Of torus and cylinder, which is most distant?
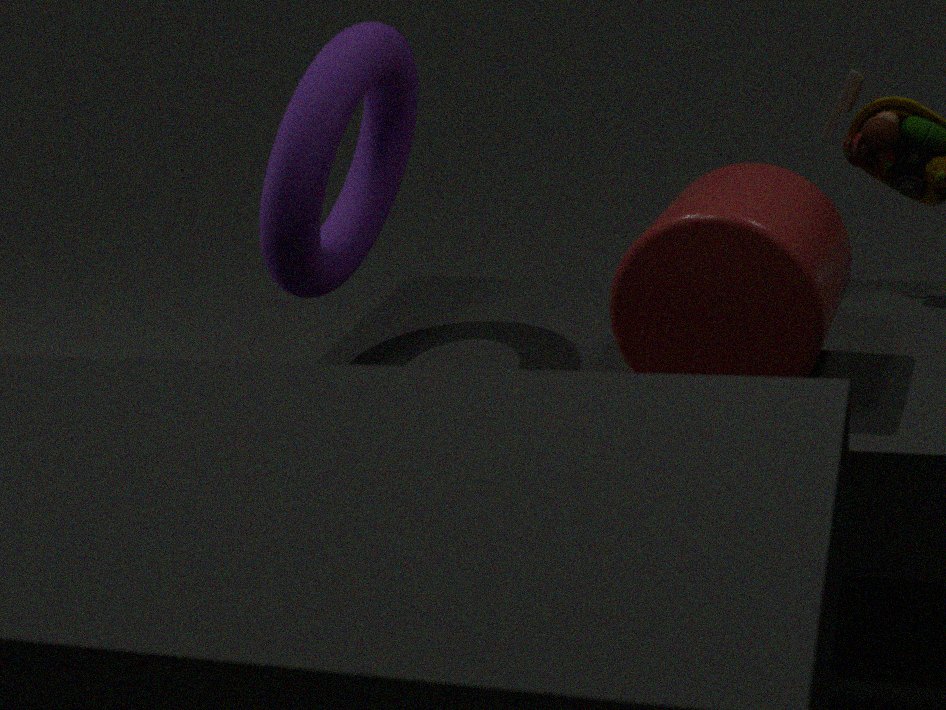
torus
